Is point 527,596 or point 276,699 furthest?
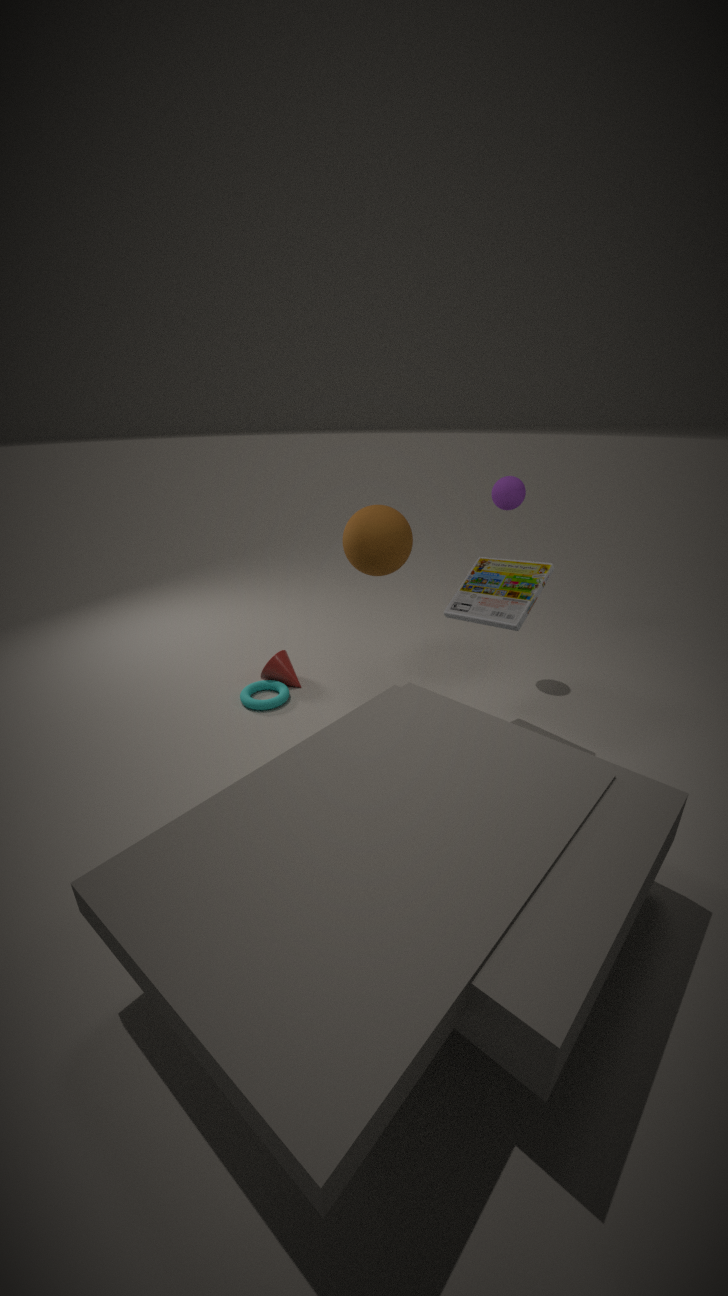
point 276,699
